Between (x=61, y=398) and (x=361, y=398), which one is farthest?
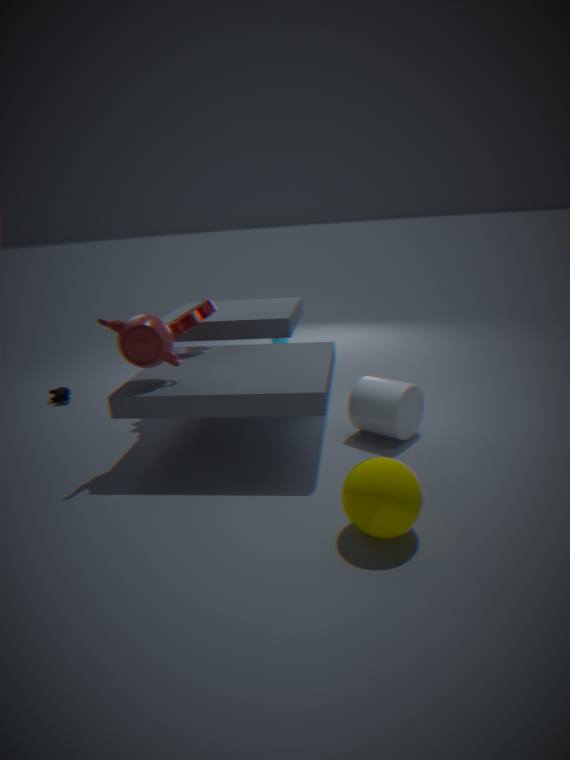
(x=61, y=398)
